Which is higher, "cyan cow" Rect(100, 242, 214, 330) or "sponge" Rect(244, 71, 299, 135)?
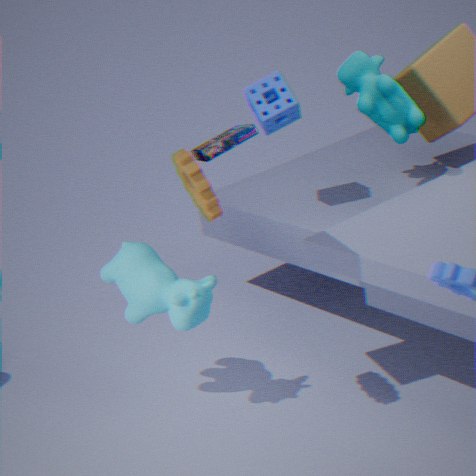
"sponge" Rect(244, 71, 299, 135)
